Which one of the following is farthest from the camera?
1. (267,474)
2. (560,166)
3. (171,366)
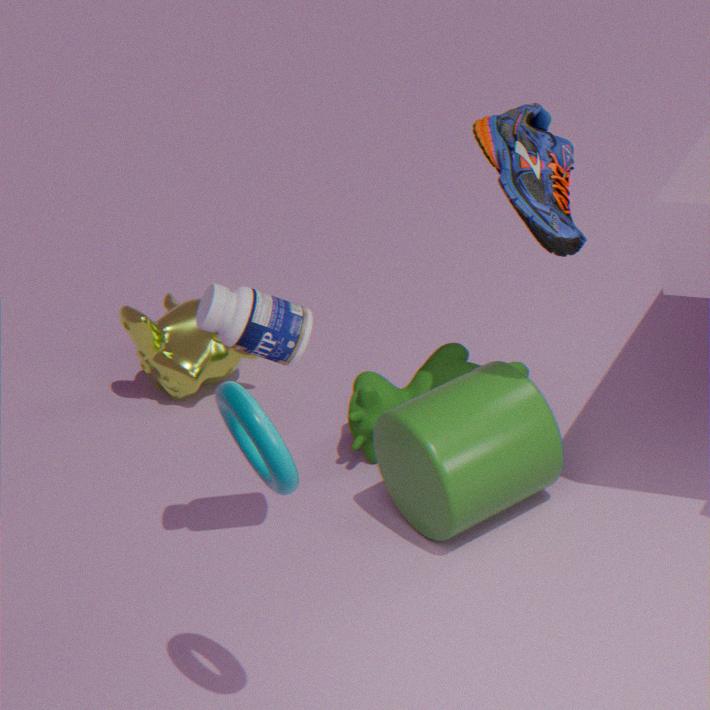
(171,366)
